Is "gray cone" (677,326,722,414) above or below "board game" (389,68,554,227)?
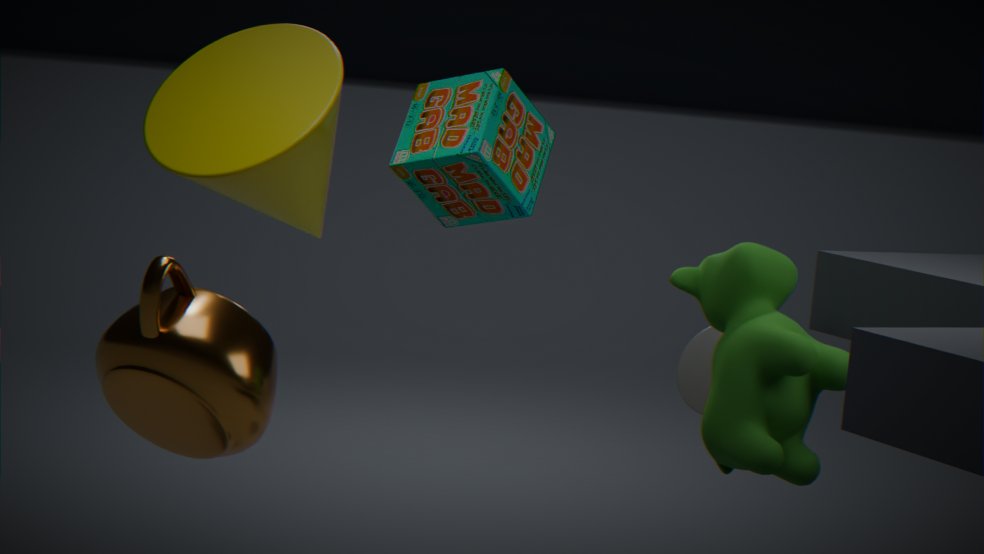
below
